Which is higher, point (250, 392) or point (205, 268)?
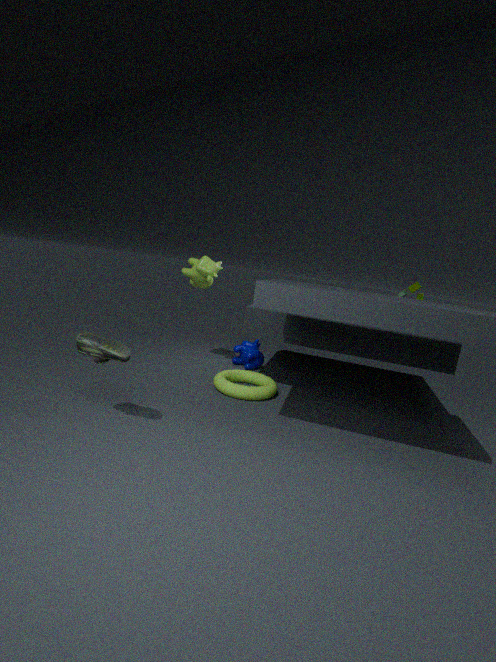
point (205, 268)
